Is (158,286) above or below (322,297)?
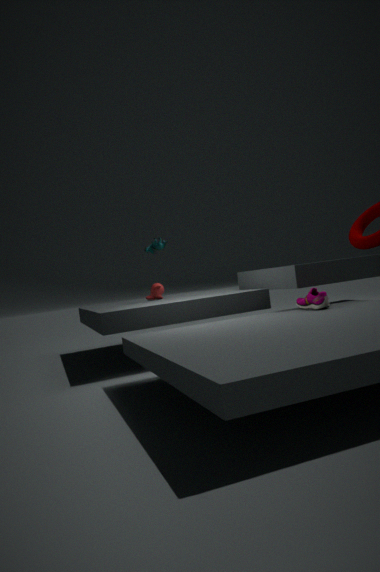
above
